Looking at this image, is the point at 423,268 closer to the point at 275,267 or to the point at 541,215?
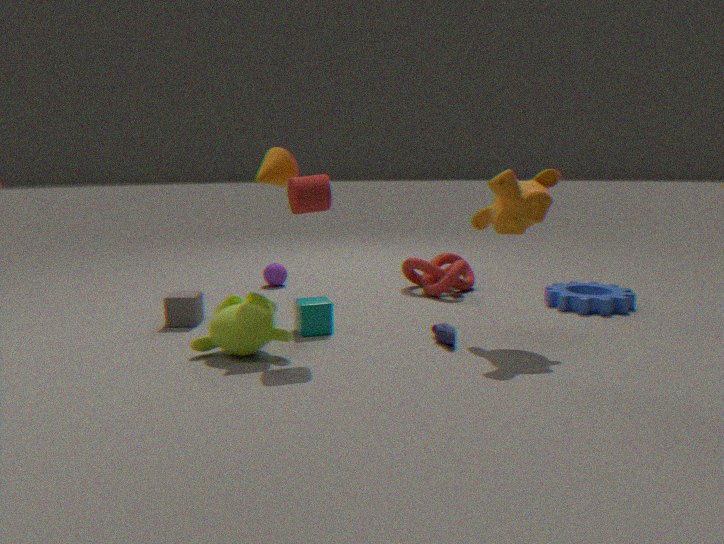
the point at 275,267
